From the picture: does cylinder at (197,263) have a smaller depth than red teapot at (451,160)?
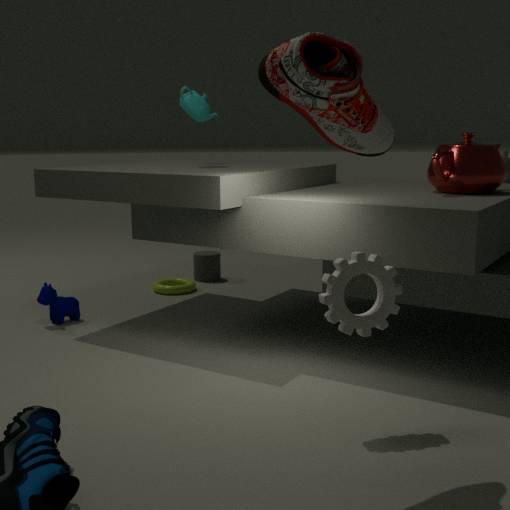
No
